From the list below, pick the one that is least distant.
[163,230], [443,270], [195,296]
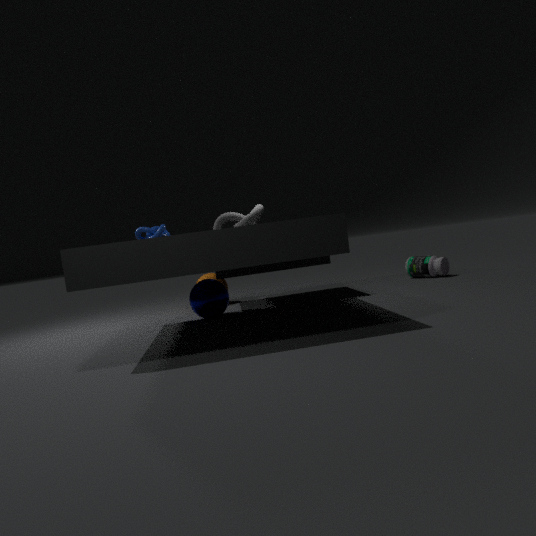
[163,230]
